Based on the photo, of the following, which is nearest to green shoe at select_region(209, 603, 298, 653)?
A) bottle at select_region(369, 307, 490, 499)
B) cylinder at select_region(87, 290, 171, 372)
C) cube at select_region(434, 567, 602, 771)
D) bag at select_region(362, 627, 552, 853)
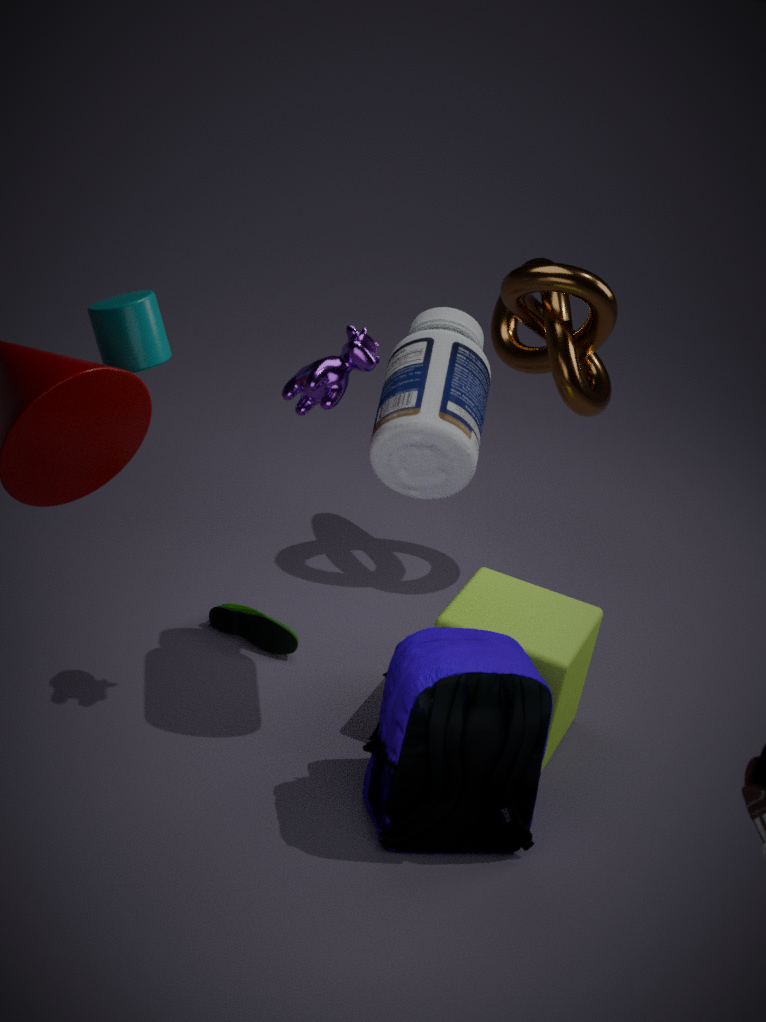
cube at select_region(434, 567, 602, 771)
